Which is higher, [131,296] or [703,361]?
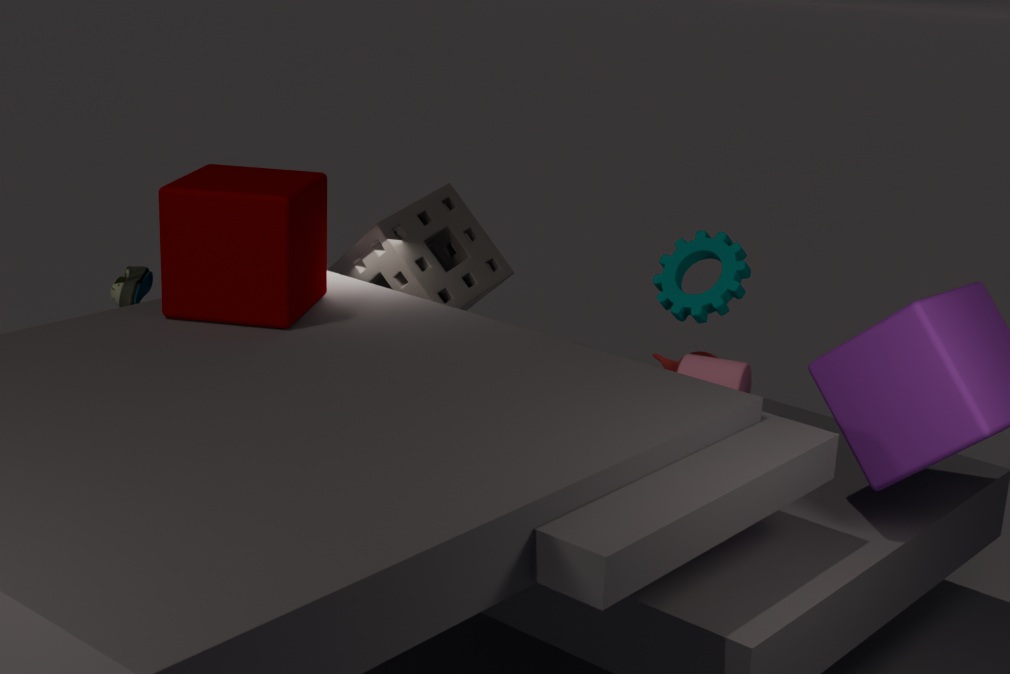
[131,296]
